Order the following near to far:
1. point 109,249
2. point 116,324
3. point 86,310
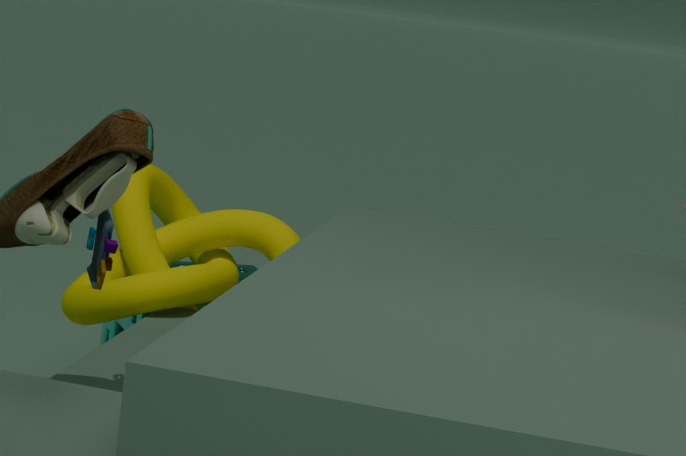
point 109,249
point 86,310
point 116,324
